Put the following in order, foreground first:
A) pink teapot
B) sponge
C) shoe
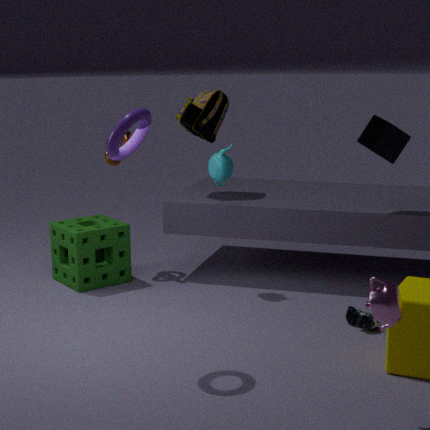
1. pink teapot
2. shoe
3. sponge
